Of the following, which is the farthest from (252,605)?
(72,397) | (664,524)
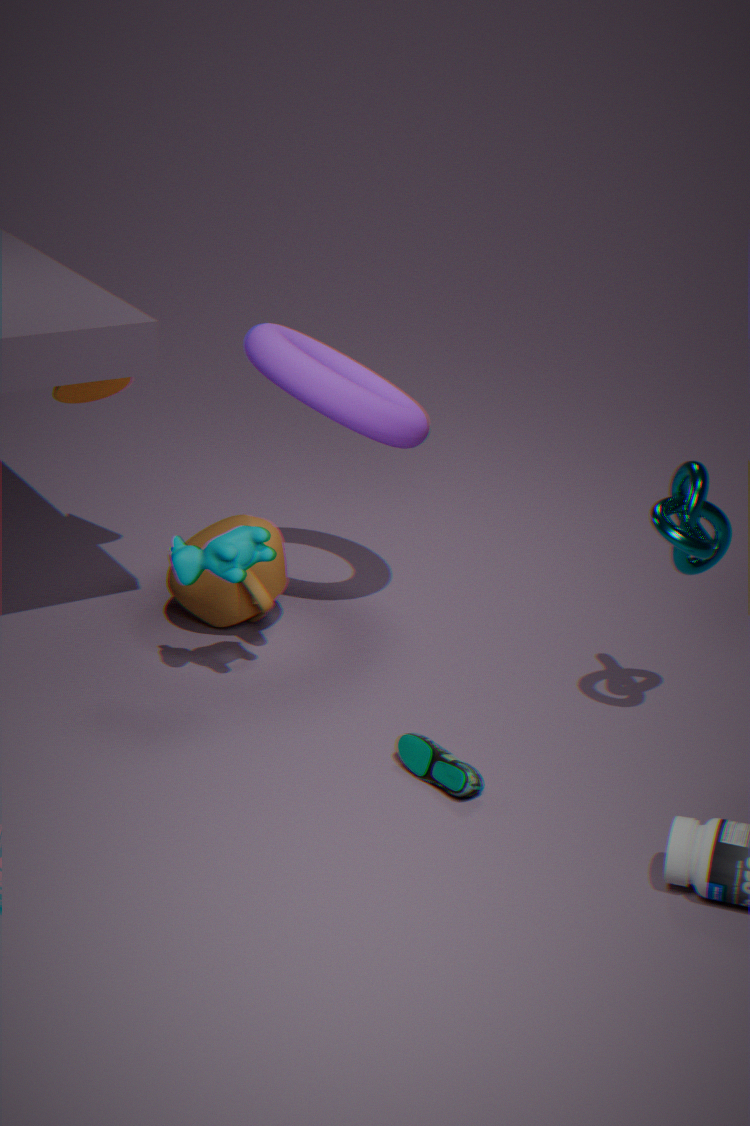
(664,524)
